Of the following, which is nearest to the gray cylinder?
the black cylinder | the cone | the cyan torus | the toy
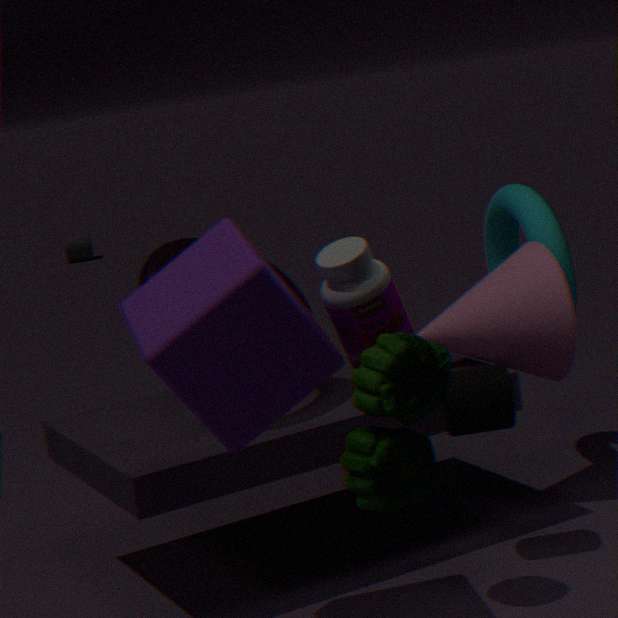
the cyan torus
